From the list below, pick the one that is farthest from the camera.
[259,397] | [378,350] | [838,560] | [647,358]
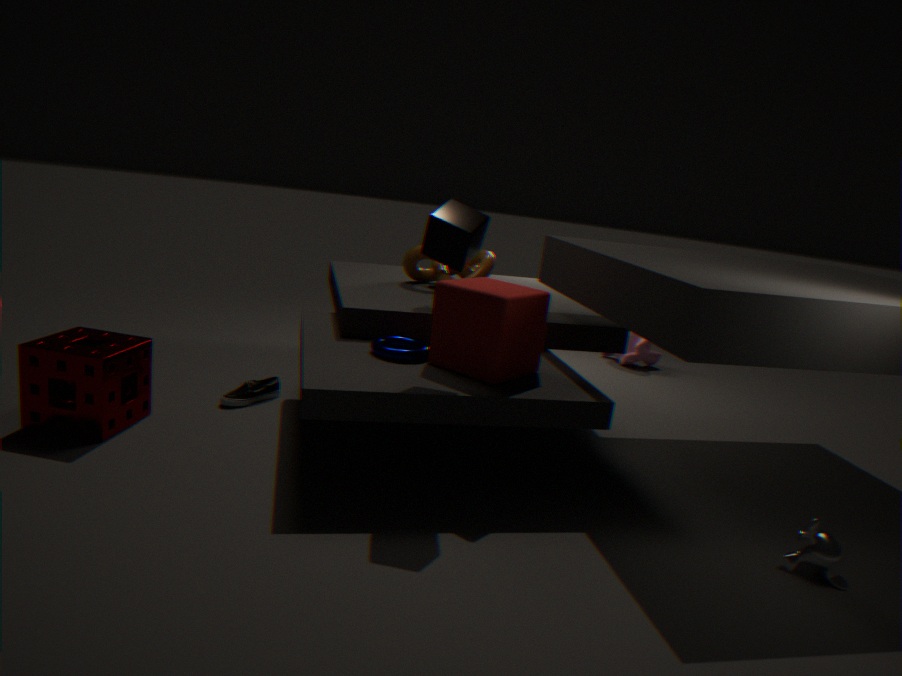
[647,358]
